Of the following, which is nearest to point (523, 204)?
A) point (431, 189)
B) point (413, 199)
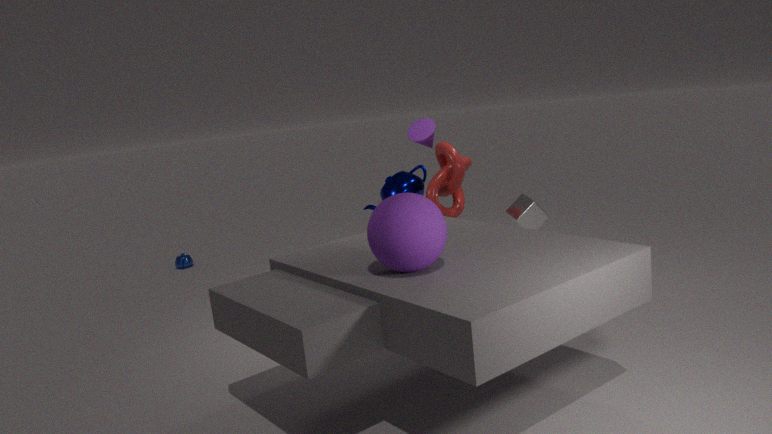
point (431, 189)
